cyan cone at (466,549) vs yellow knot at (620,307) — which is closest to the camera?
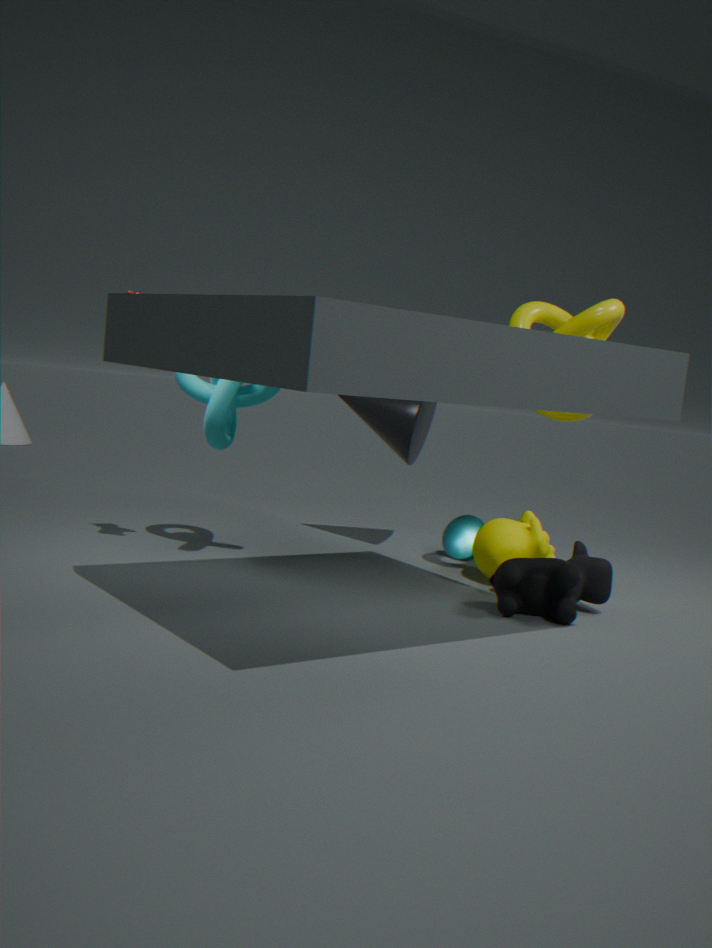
yellow knot at (620,307)
